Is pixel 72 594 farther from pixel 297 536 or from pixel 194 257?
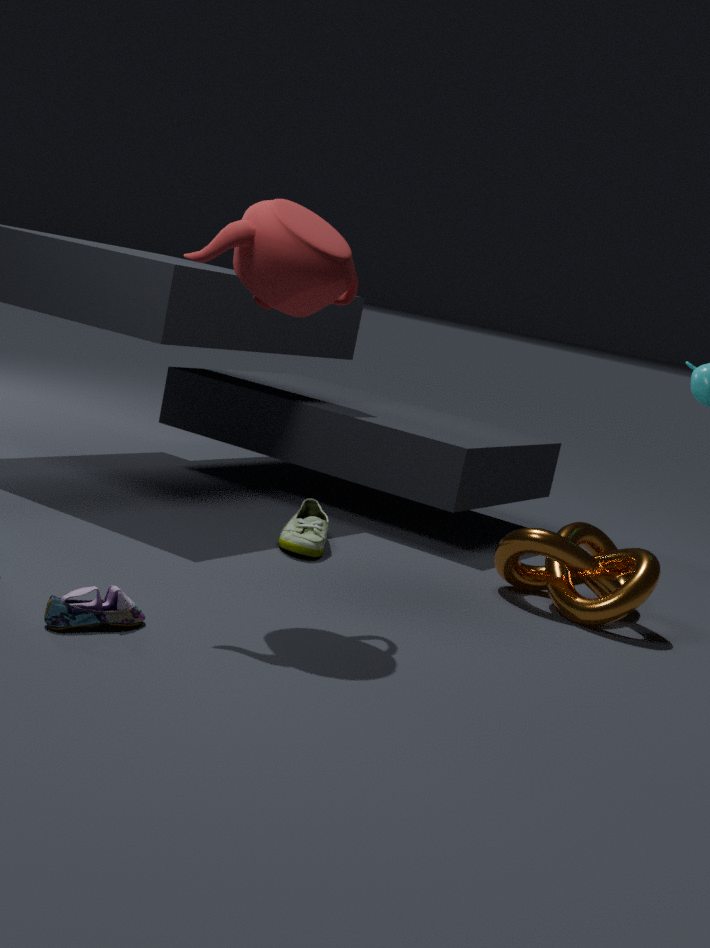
pixel 297 536
